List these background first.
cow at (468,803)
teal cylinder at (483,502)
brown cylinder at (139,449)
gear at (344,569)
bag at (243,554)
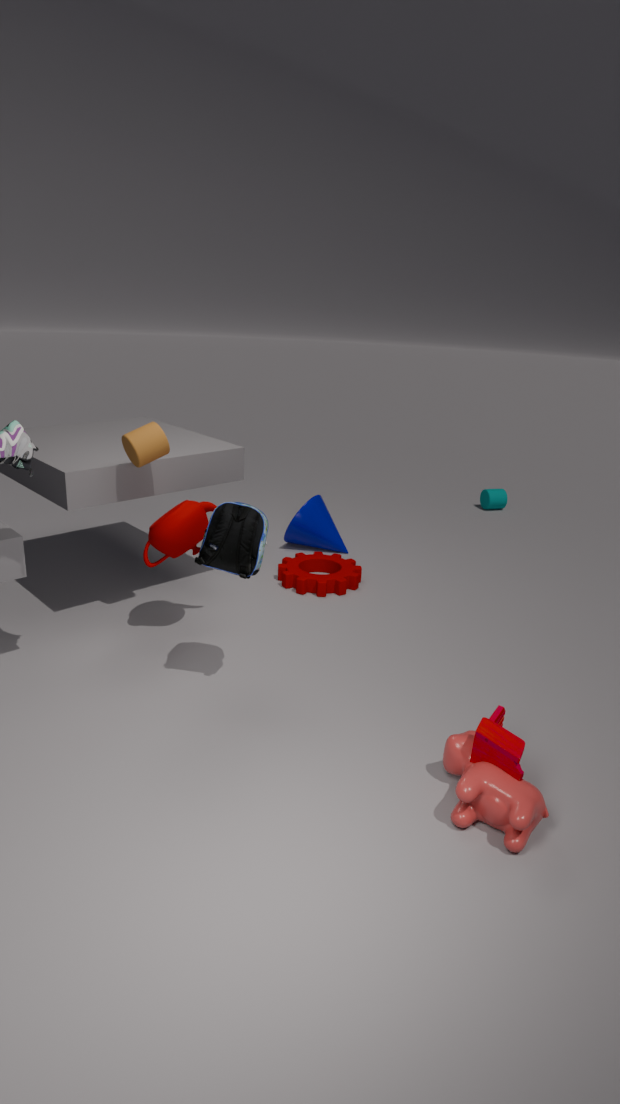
teal cylinder at (483,502), gear at (344,569), brown cylinder at (139,449), bag at (243,554), cow at (468,803)
